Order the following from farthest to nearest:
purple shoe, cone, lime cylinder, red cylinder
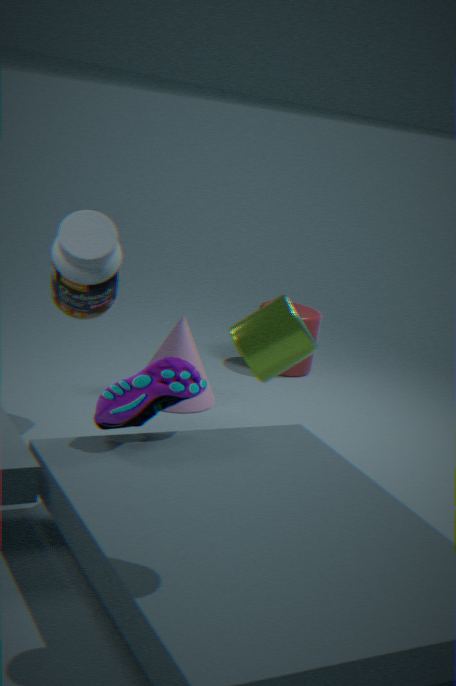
red cylinder, cone, purple shoe, lime cylinder
